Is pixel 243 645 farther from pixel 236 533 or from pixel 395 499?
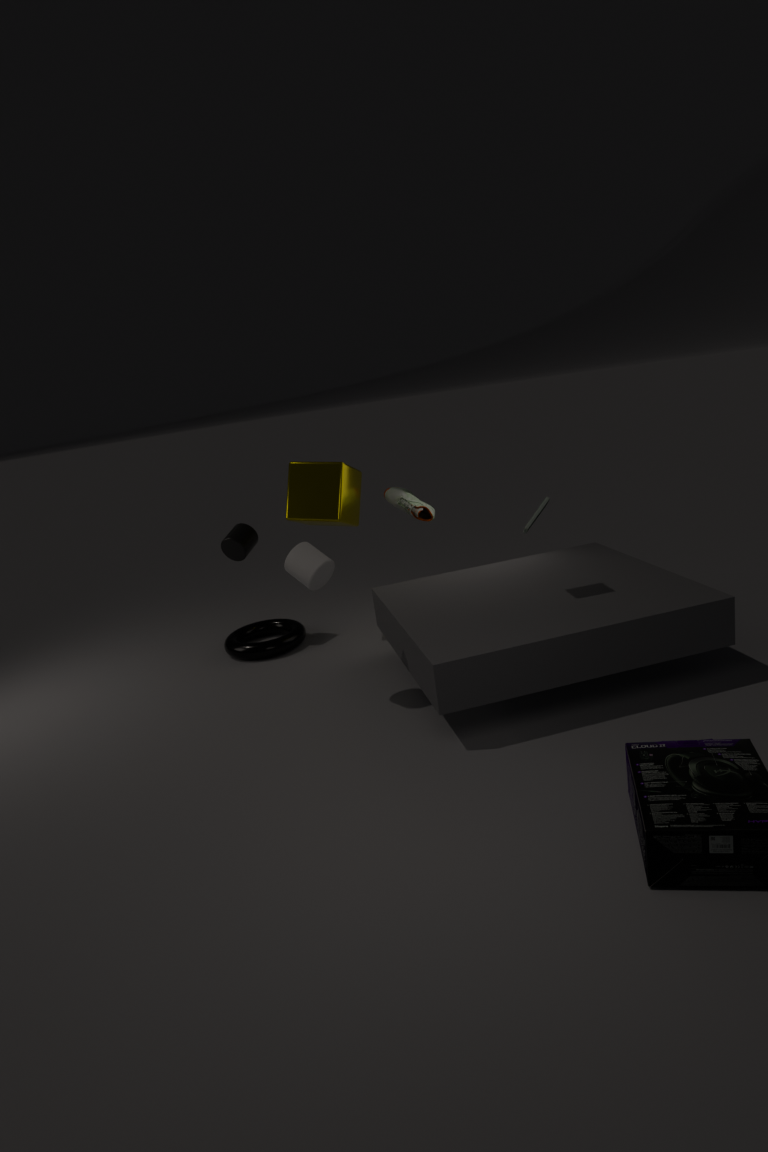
pixel 395 499
